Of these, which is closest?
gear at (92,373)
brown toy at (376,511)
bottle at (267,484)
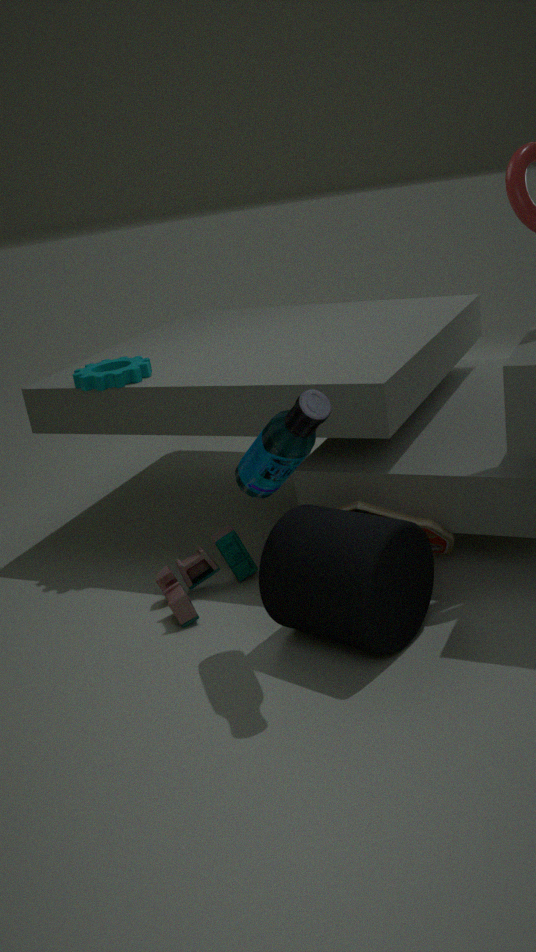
bottle at (267,484)
